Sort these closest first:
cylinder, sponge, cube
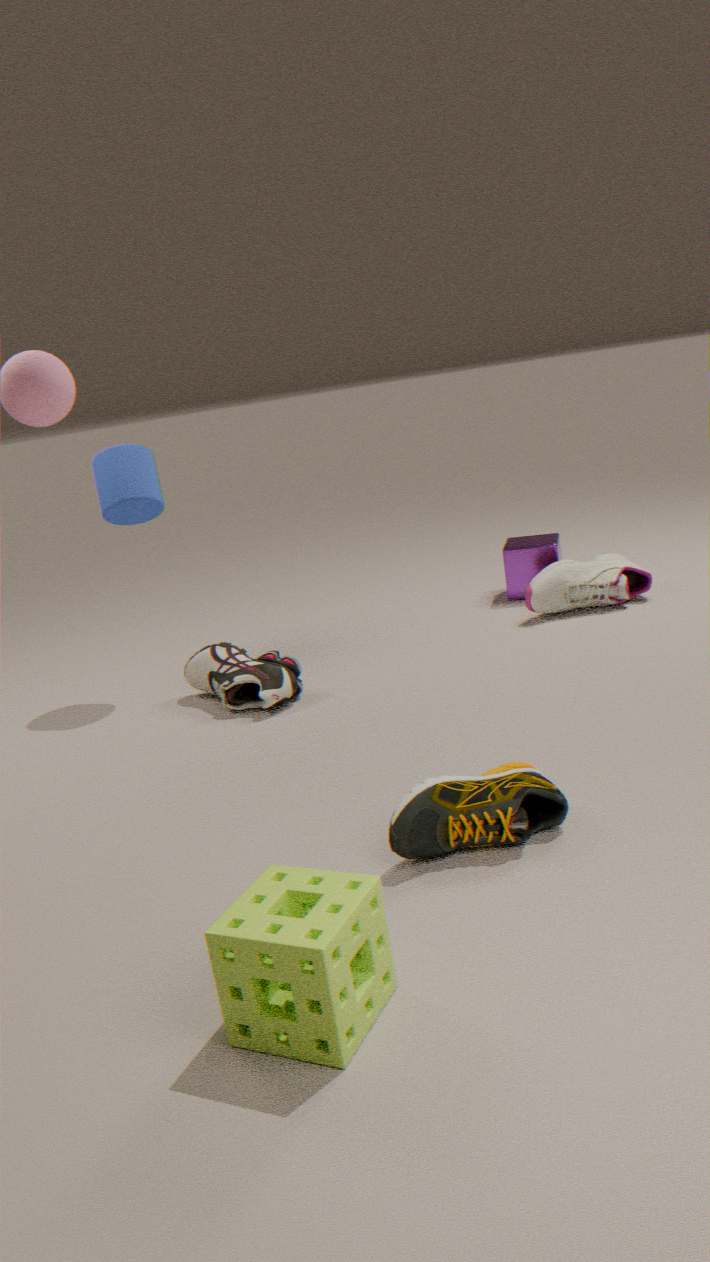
sponge < cylinder < cube
